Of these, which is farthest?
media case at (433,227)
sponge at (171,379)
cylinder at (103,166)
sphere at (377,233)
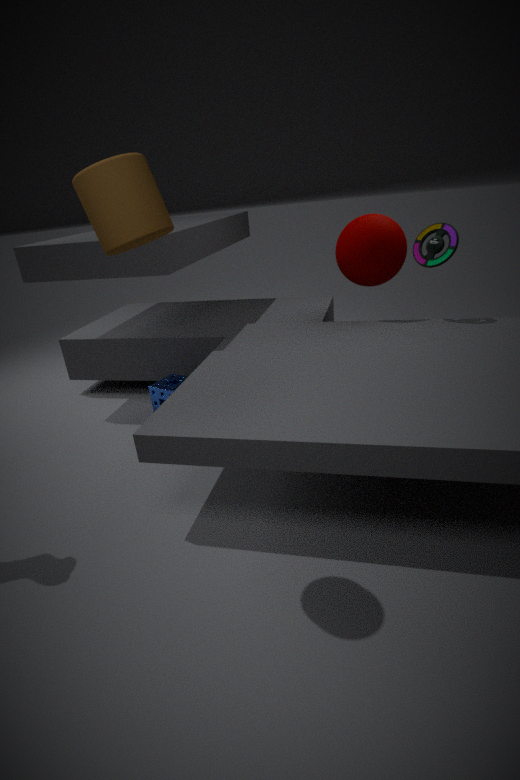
sponge at (171,379)
